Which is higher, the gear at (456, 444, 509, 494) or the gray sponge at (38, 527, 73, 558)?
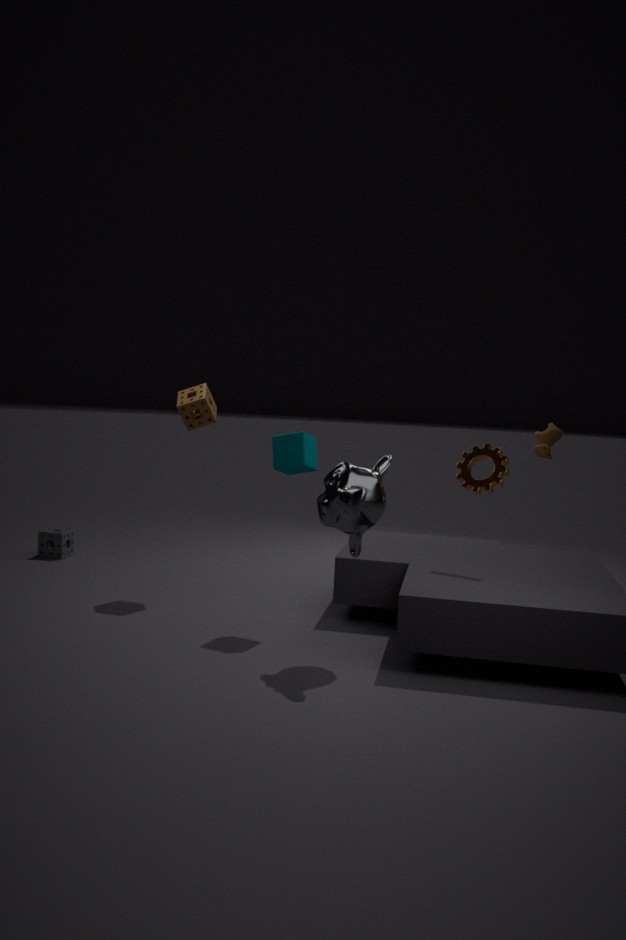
the gear at (456, 444, 509, 494)
